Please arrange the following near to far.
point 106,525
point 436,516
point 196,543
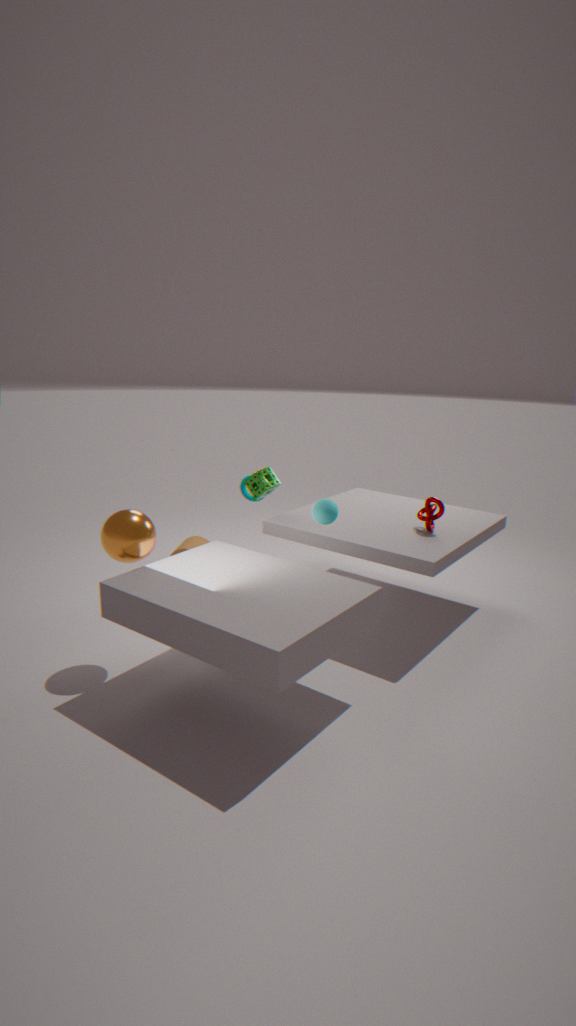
point 106,525 → point 436,516 → point 196,543
